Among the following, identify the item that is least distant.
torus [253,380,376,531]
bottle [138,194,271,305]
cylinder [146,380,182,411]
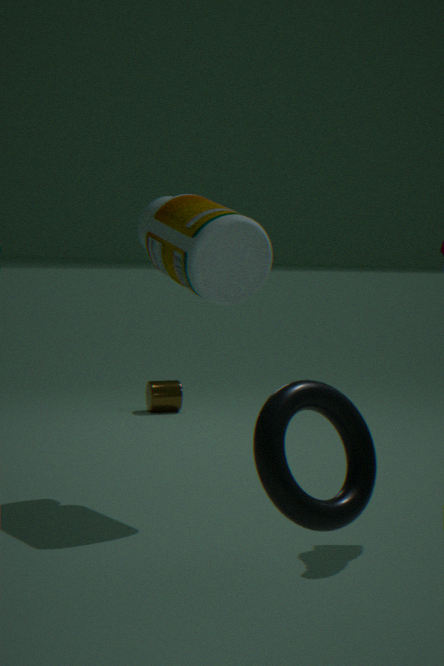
torus [253,380,376,531]
